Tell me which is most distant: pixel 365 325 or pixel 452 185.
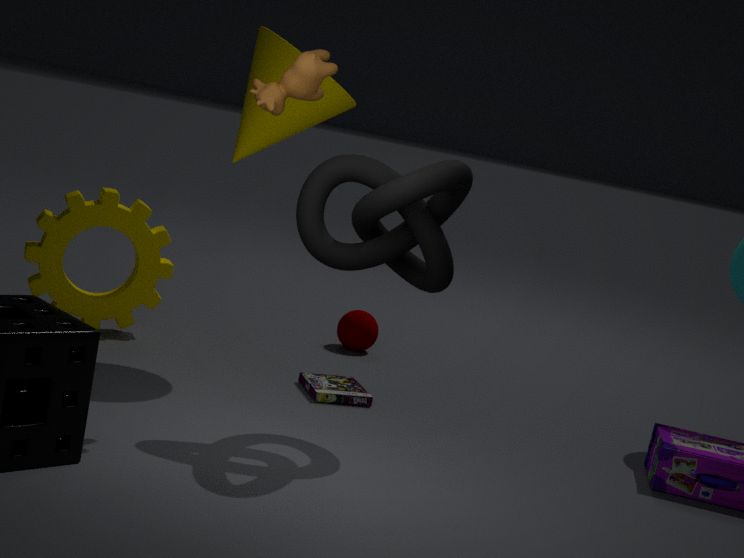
pixel 365 325
